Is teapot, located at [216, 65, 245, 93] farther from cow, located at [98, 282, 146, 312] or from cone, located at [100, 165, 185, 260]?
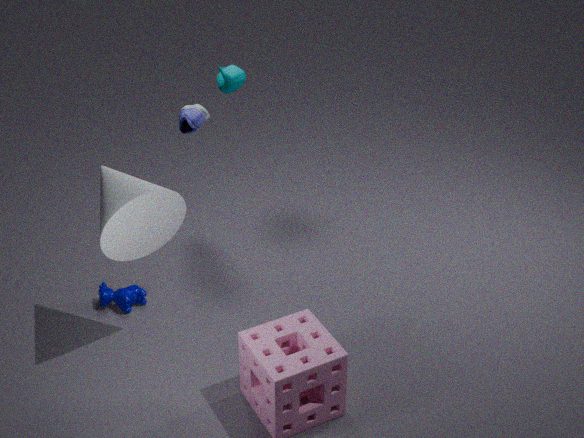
cow, located at [98, 282, 146, 312]
